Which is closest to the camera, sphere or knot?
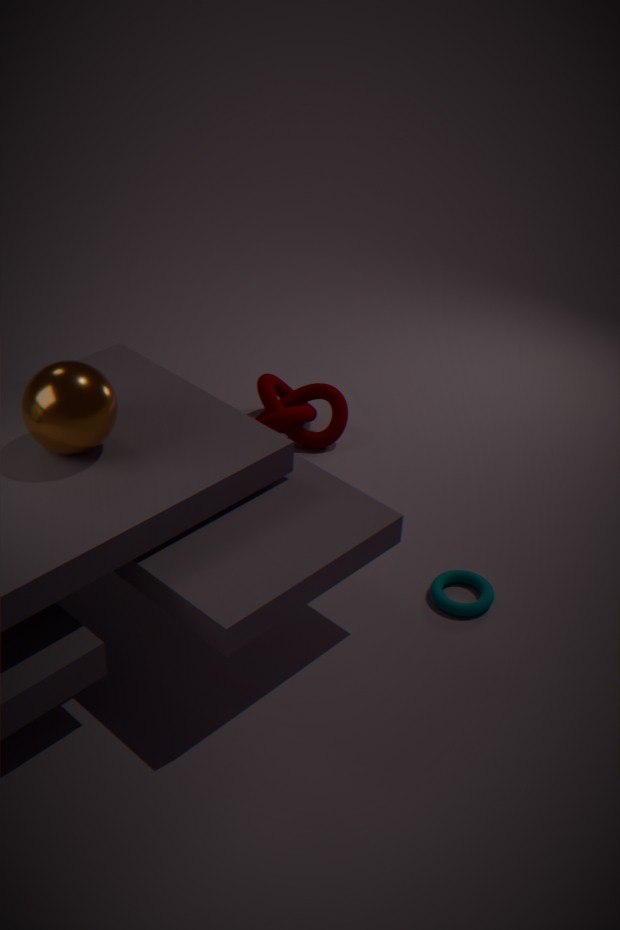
sphere
